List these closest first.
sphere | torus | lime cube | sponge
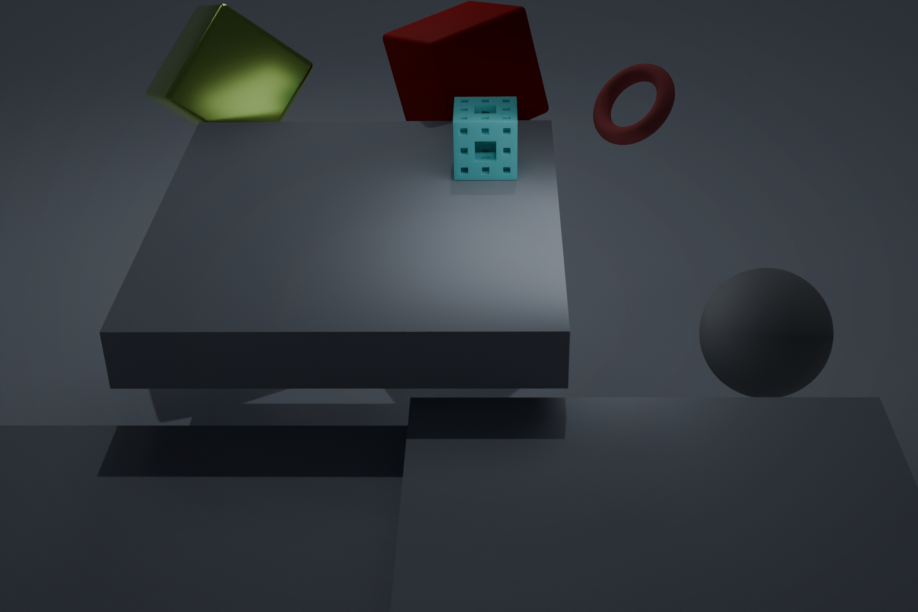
sphere < sponge < torus < lime cube
